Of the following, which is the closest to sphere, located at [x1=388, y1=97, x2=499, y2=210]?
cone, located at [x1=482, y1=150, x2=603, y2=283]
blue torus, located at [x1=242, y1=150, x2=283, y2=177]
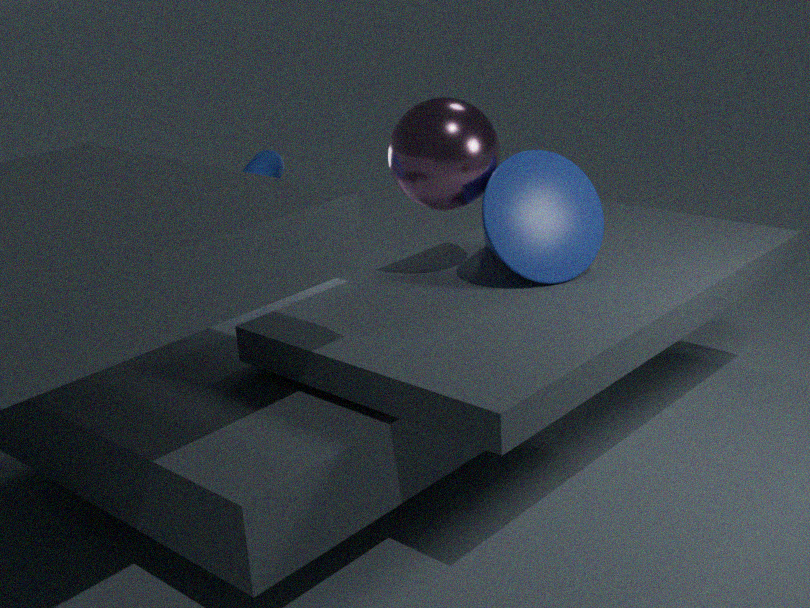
cone, located at [x1=482, y1=150, x2=603, y2=283]
